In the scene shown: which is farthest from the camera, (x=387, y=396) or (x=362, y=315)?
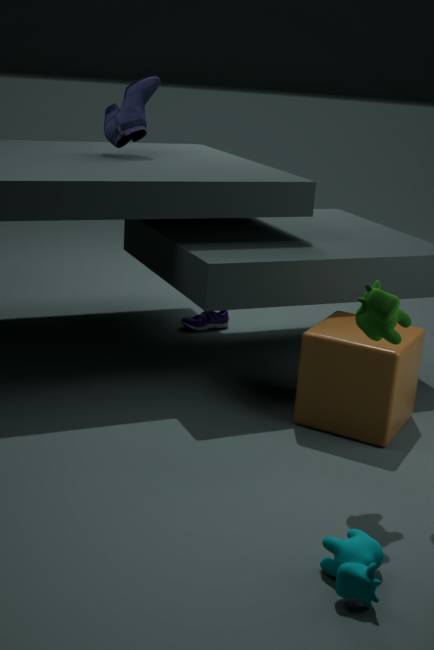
(x=387, y=396)
